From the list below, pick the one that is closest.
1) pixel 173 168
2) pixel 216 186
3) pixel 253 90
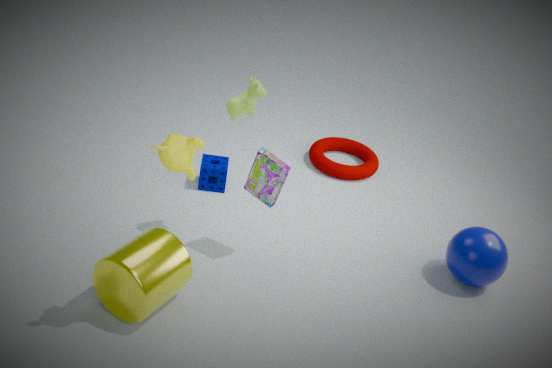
1. pixel 173 168
